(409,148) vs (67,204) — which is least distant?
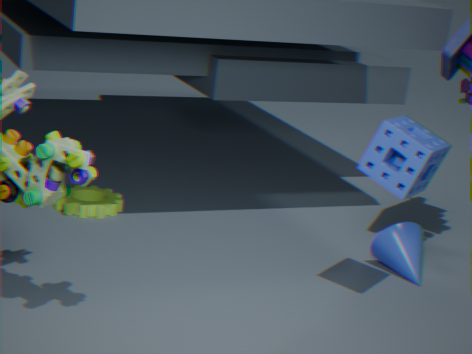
(409,148)
